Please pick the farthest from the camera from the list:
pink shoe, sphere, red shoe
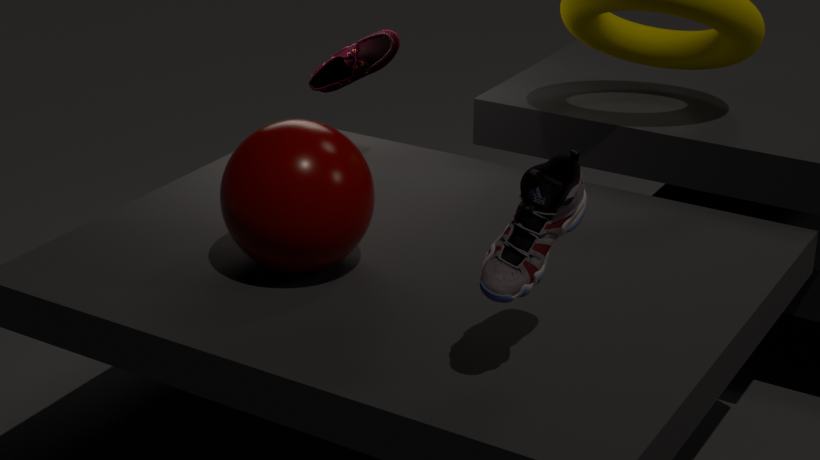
red shoe
